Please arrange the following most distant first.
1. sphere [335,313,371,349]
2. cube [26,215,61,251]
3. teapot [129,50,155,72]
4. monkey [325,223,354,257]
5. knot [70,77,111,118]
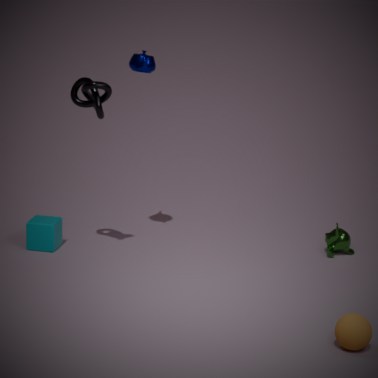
monkey [325,223,354,257] < cube [26,215,61,251] < teapot [129,50,155,72] < knot [70,77,111,118] < sphere [335,313,371,349]
